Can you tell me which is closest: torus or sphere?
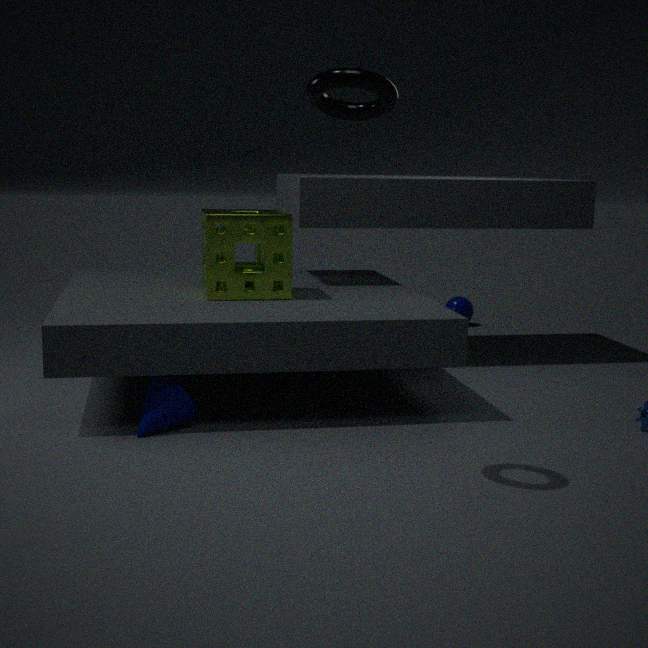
torus
